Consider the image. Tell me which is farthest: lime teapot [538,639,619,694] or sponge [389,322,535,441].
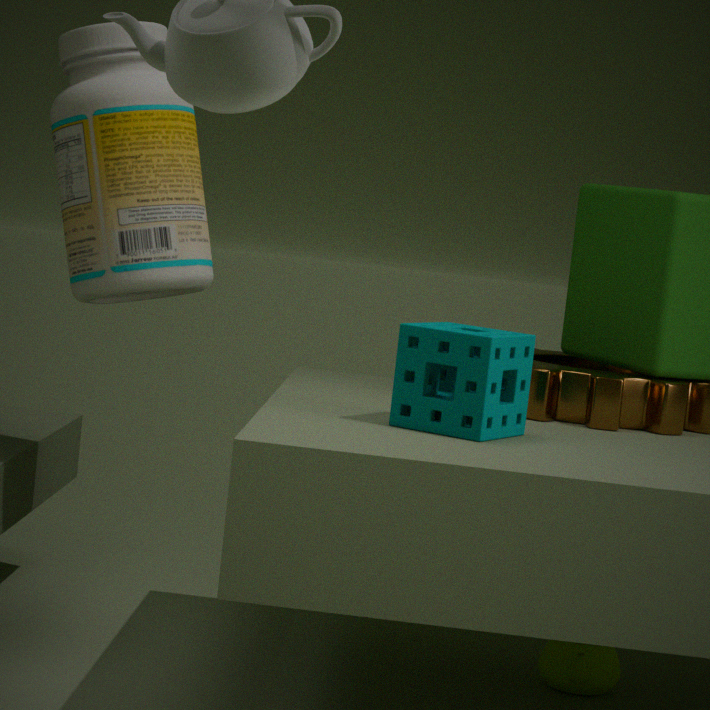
lime teapot [538,639,619,694]
